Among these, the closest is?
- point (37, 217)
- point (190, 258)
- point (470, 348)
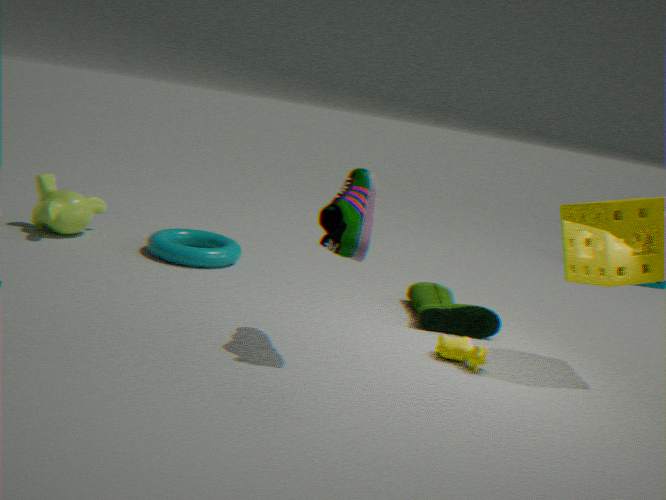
point (470, 348)
